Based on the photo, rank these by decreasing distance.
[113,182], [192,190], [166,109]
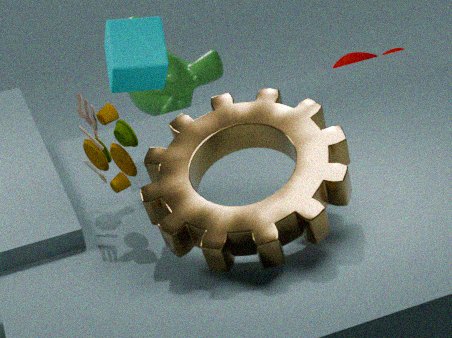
[166,109]
[113,182]
[192,190]
